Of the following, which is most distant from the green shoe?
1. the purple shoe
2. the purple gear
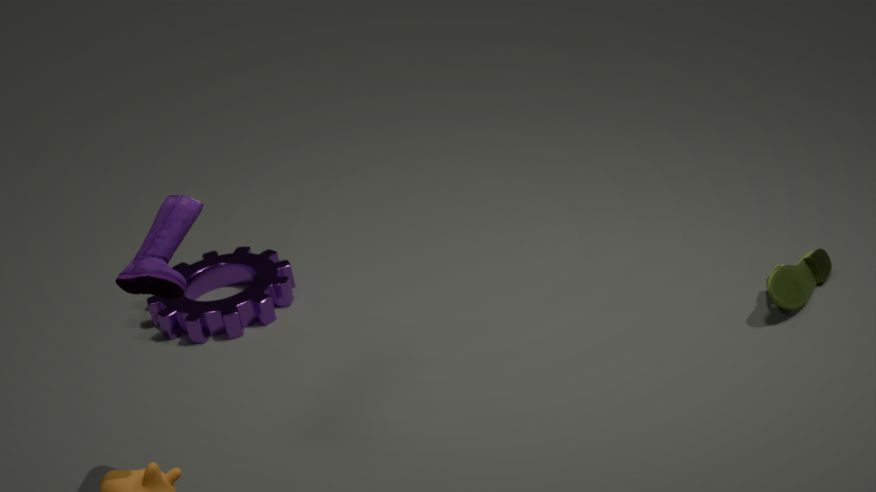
the purple shoe
